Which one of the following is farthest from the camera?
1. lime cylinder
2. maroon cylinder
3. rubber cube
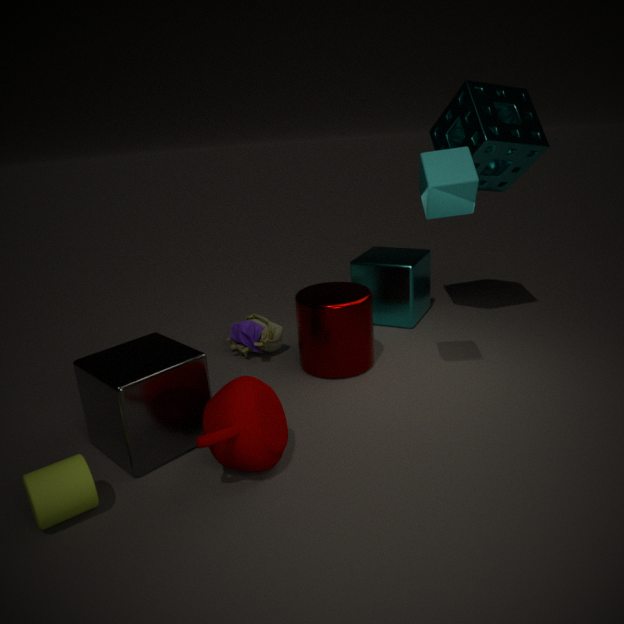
maroon cylinder
